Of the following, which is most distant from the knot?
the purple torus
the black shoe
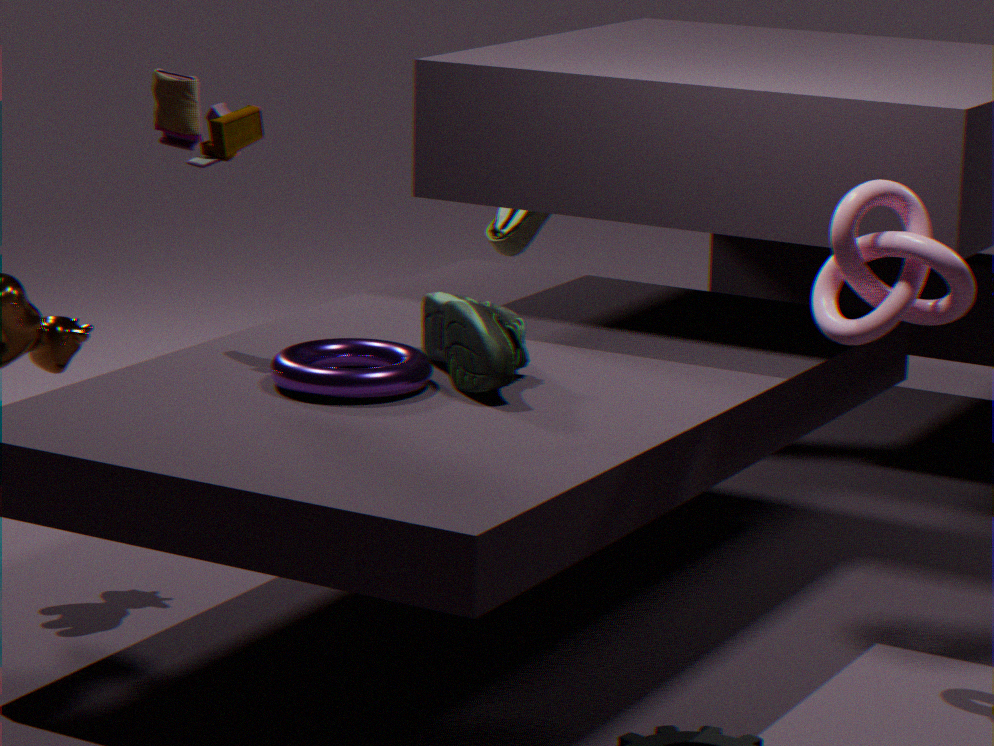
the purple torus
